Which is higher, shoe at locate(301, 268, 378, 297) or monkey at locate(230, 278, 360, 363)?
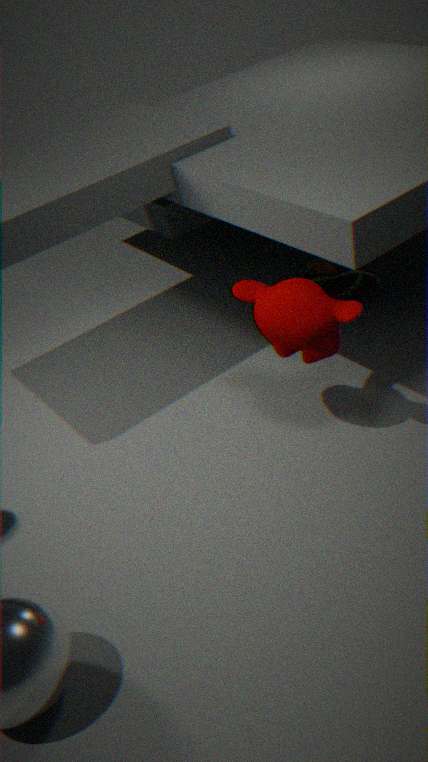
monkey at locate(230, 278, 360, 363)
